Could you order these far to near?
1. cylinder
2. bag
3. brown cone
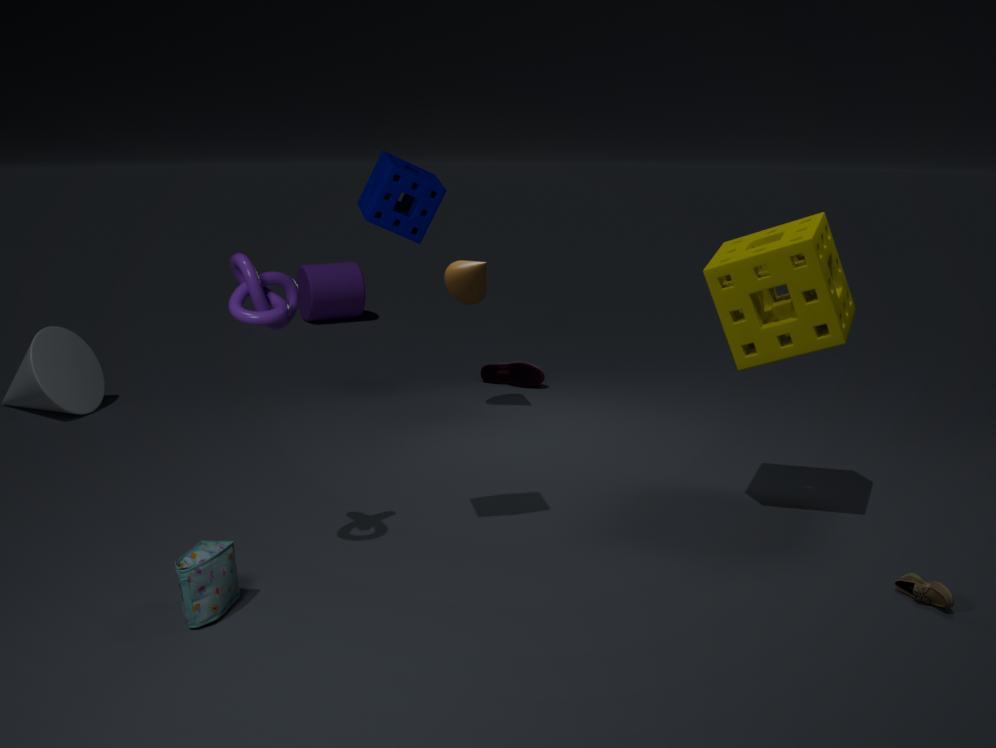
1. cylinder
2. brown cone
3. bag
